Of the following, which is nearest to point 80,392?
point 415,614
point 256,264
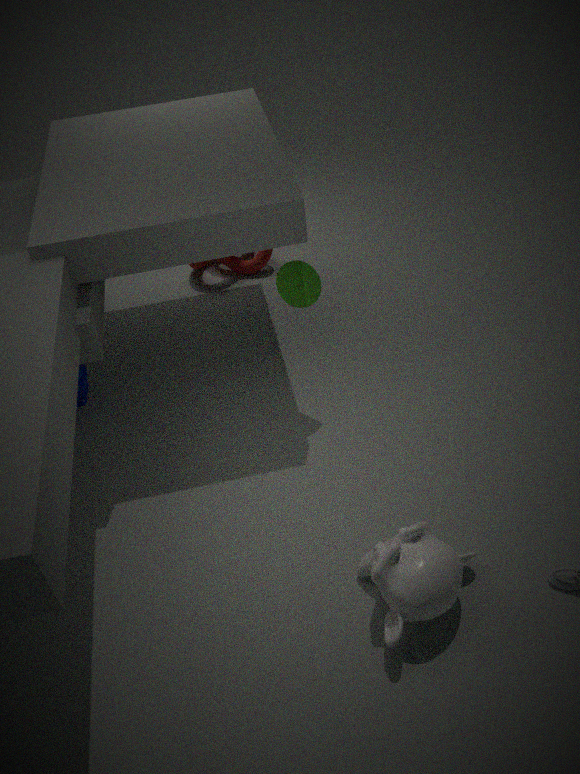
point 256,264
